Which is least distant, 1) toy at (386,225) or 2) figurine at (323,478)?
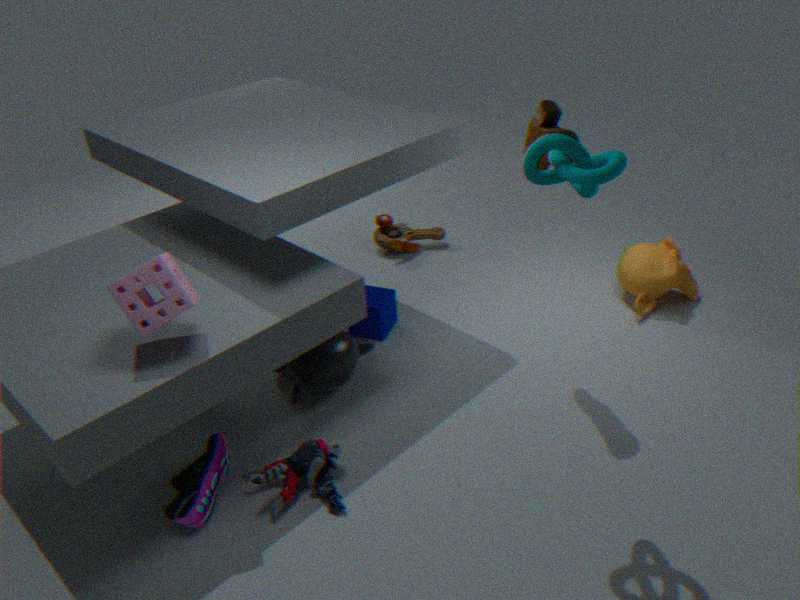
2. figurine at (323,478)
